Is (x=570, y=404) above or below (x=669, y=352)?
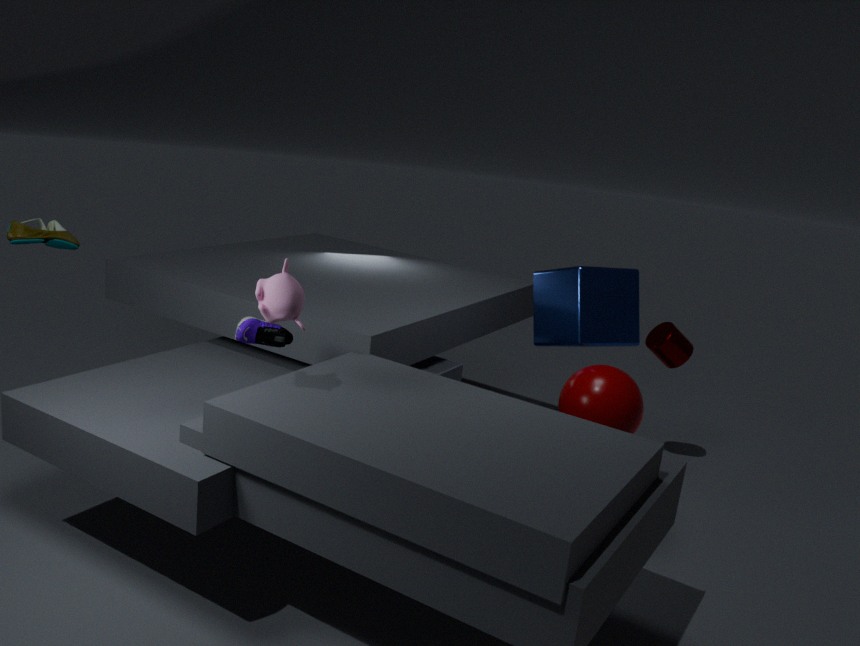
below
